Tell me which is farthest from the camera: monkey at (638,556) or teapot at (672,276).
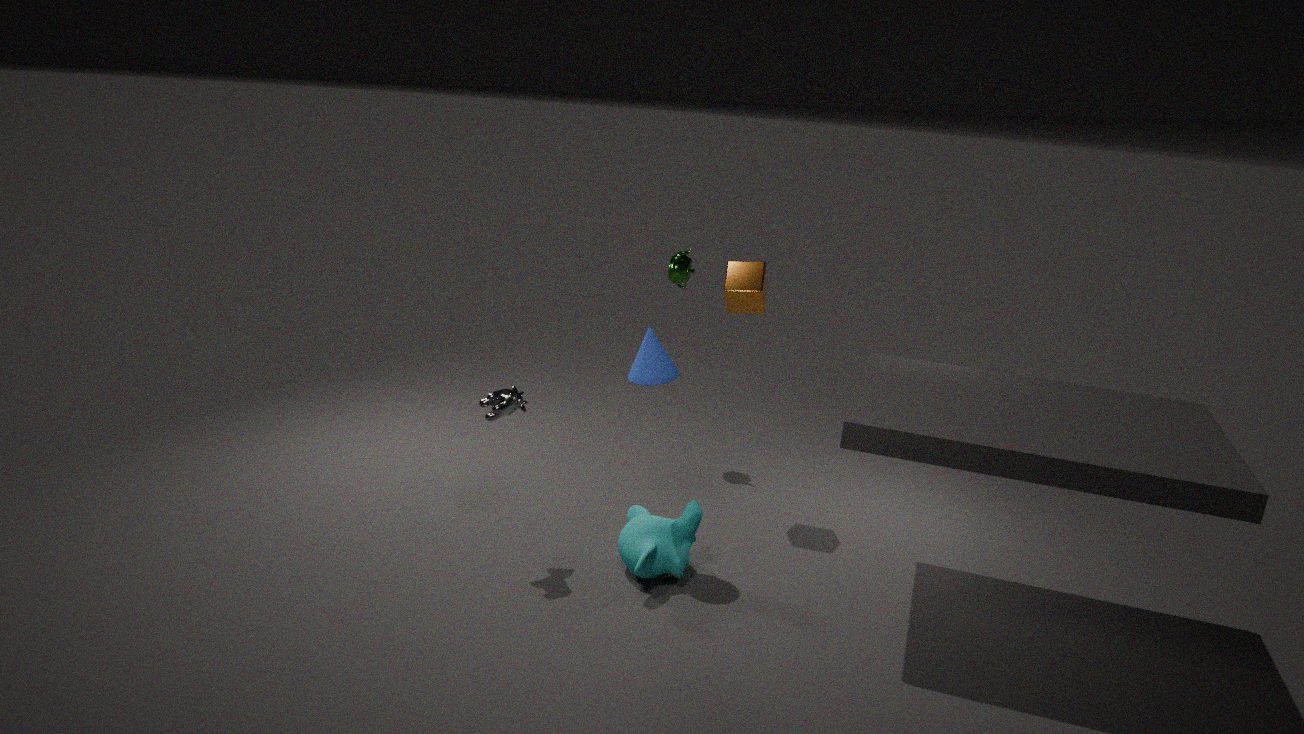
teapot at (672,276)
